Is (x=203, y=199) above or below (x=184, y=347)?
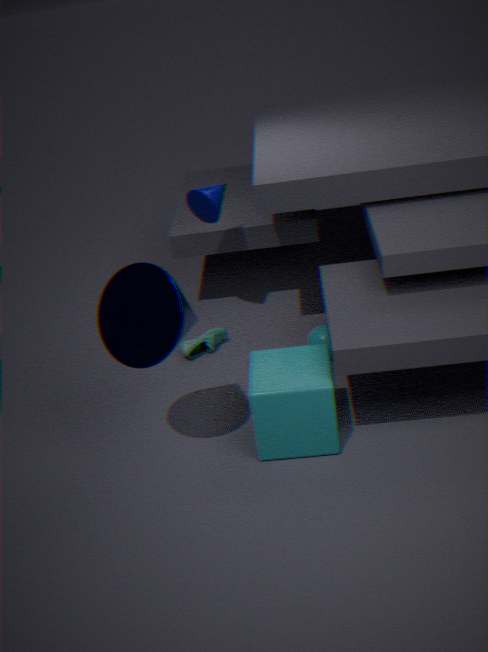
above
